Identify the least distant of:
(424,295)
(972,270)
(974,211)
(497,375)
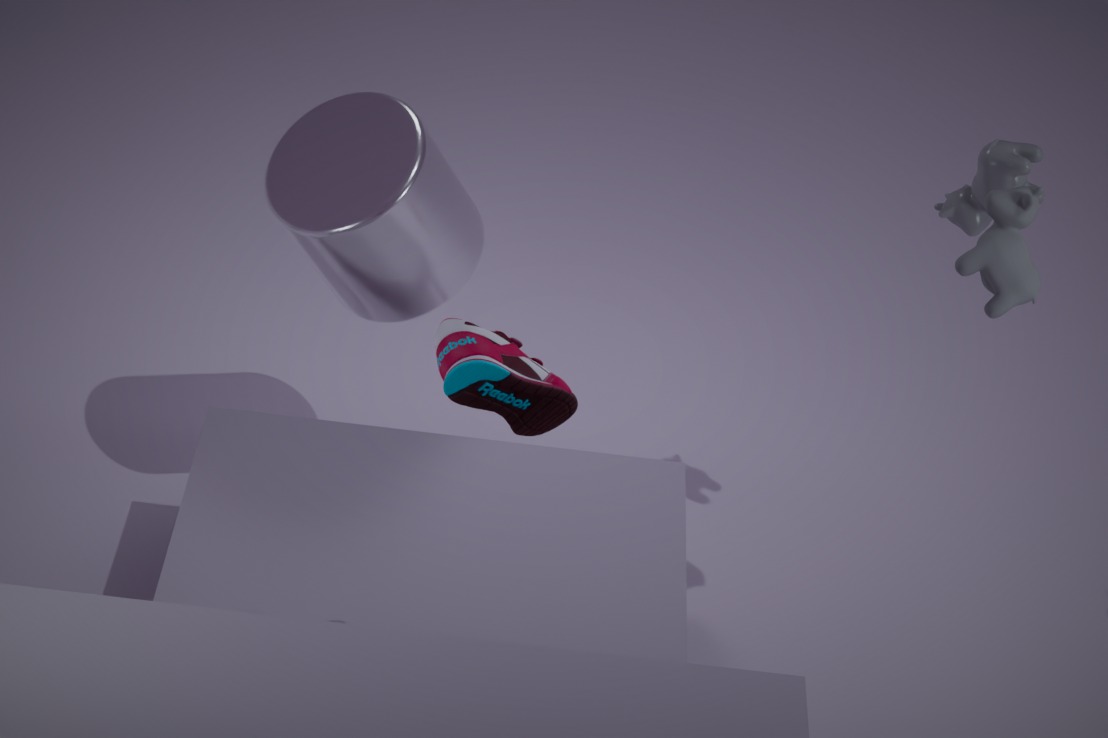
(497,375)
